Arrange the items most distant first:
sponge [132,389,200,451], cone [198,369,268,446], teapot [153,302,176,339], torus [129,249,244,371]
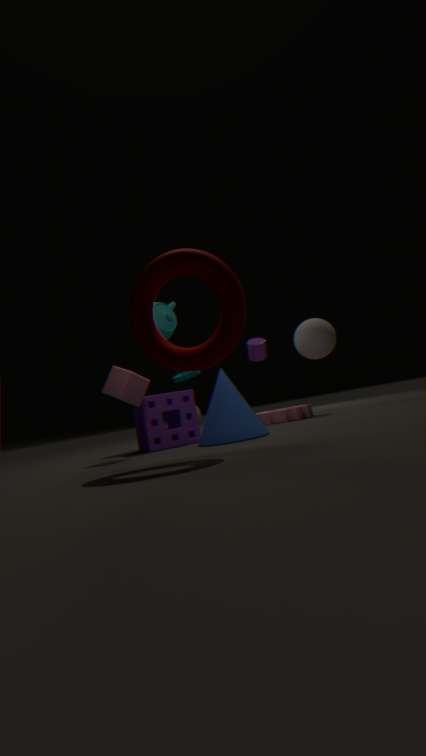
teapot [153,302,176,339], sponge [132,389,200,451], cone [198,369,268,446], torus [129,249,244,371]
